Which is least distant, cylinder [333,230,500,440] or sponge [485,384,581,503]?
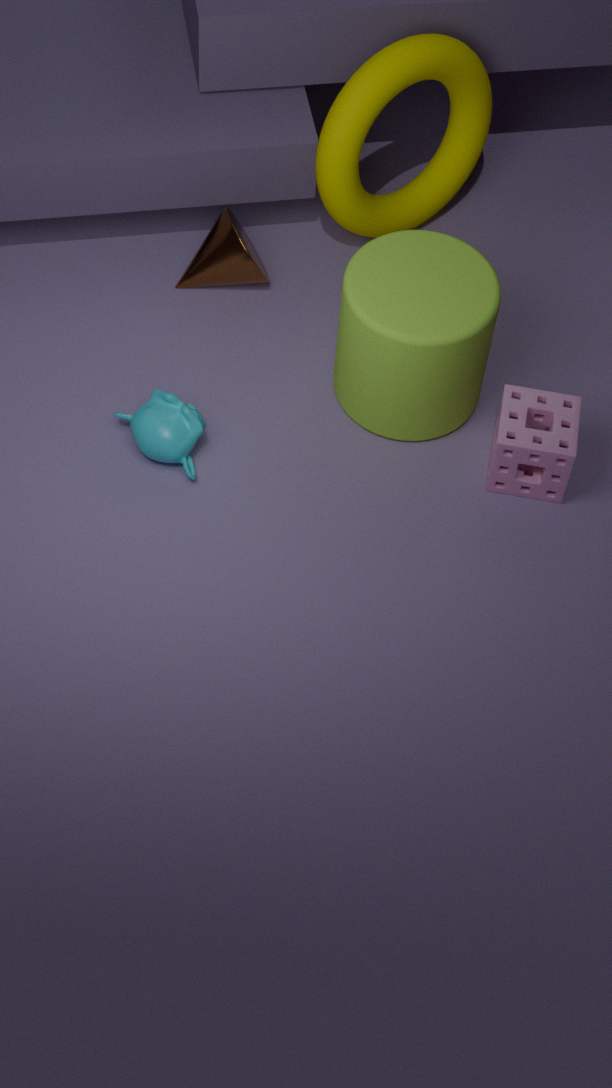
cylinder [333,230,500,440]
